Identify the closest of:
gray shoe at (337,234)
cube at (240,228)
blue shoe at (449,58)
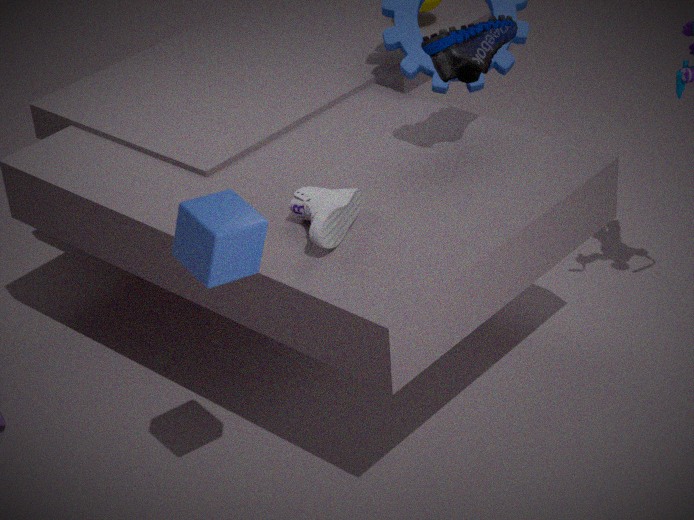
cube at (240,228)
